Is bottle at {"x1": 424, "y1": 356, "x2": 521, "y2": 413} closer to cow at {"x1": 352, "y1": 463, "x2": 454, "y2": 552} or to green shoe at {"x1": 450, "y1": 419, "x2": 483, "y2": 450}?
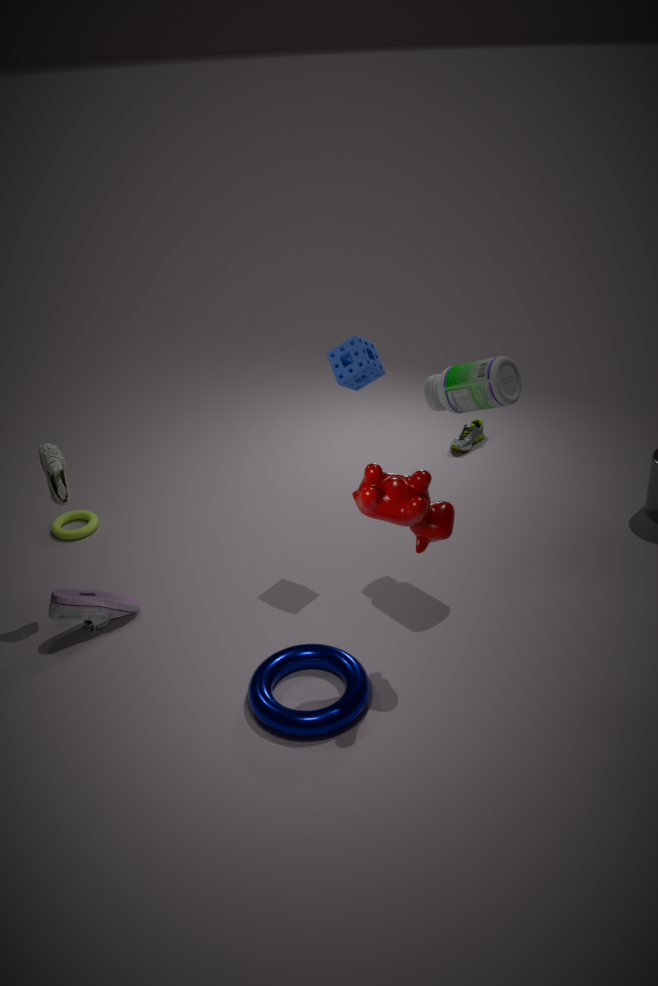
cow at {"x1": 352, "y1": 463, "x2": 454, "y2": 552}
